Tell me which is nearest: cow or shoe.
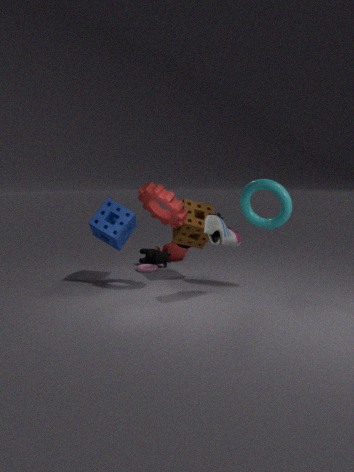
shoe
